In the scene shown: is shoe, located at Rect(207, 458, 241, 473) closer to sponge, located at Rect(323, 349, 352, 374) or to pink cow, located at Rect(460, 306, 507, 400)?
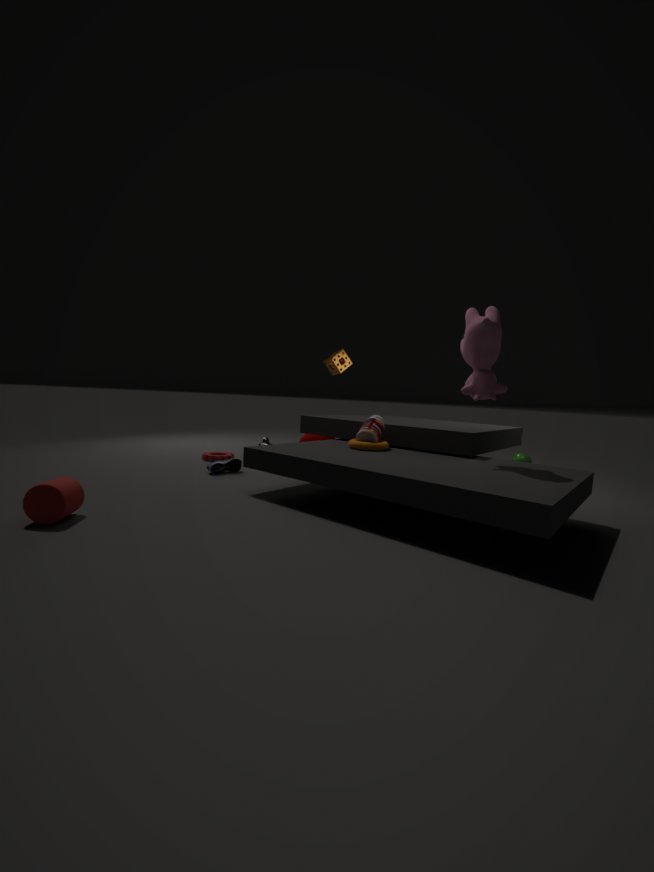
sponge, located at Rect(323, 349, 352, 374)
